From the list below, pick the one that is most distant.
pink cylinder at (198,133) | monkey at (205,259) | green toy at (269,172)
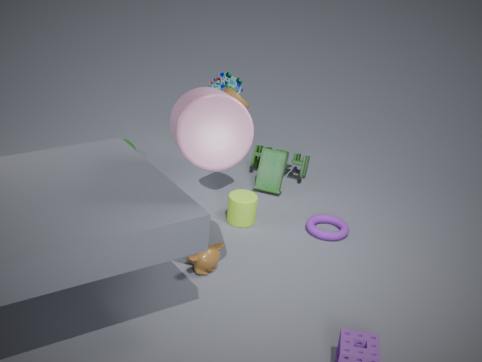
green toy at (269,172)
